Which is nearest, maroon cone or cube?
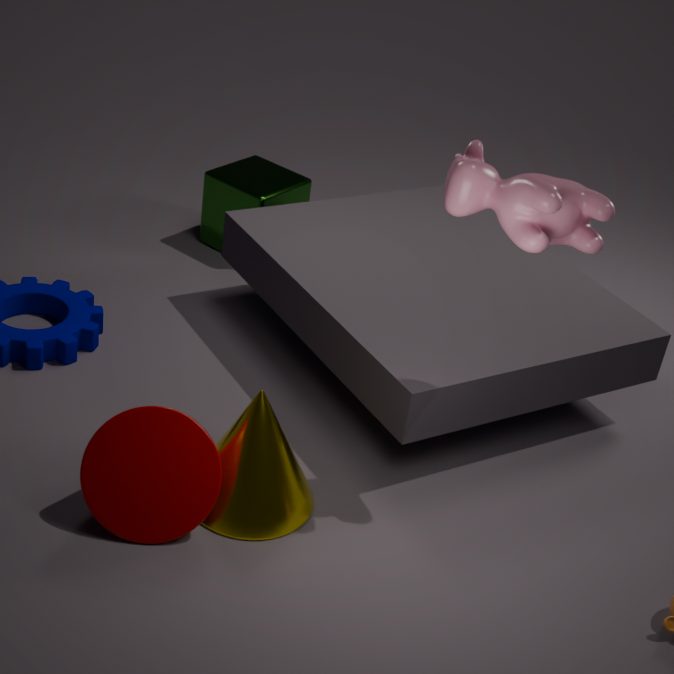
maroon cone
